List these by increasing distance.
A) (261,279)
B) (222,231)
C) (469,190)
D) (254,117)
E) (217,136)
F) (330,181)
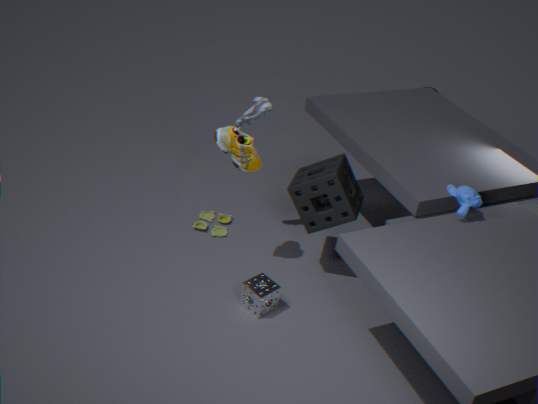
(469,190) < (217,136) < (261,279) < (330,181) < (254,117) < (222,231)
